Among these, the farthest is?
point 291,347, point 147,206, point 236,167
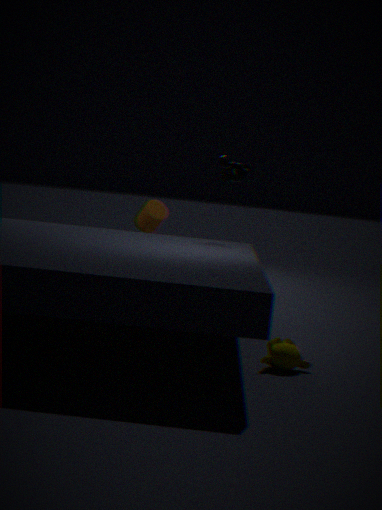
point 147,206
